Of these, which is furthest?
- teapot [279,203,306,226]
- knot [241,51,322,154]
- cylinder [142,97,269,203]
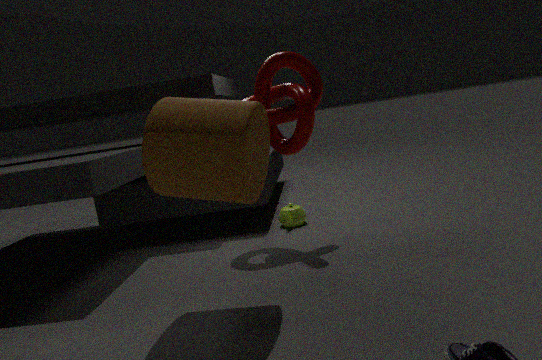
teapot [279,203,306,226]
